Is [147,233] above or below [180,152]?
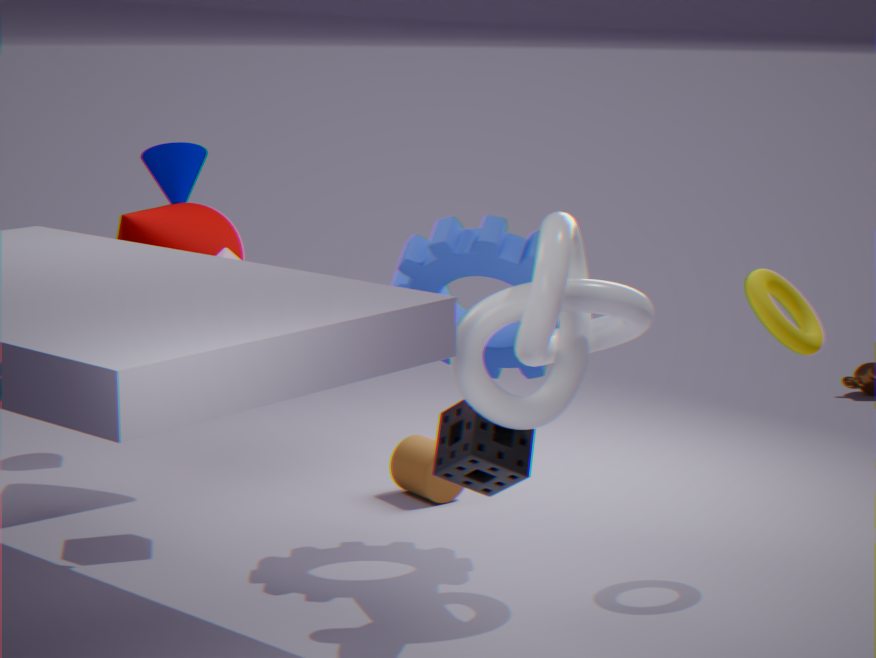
below
